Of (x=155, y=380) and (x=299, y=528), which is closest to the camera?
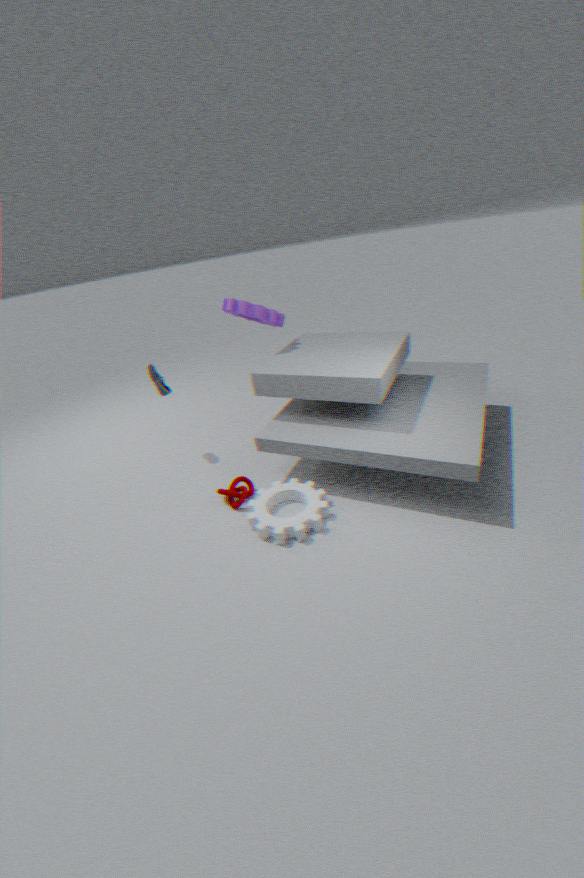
(x=299, y=528)
